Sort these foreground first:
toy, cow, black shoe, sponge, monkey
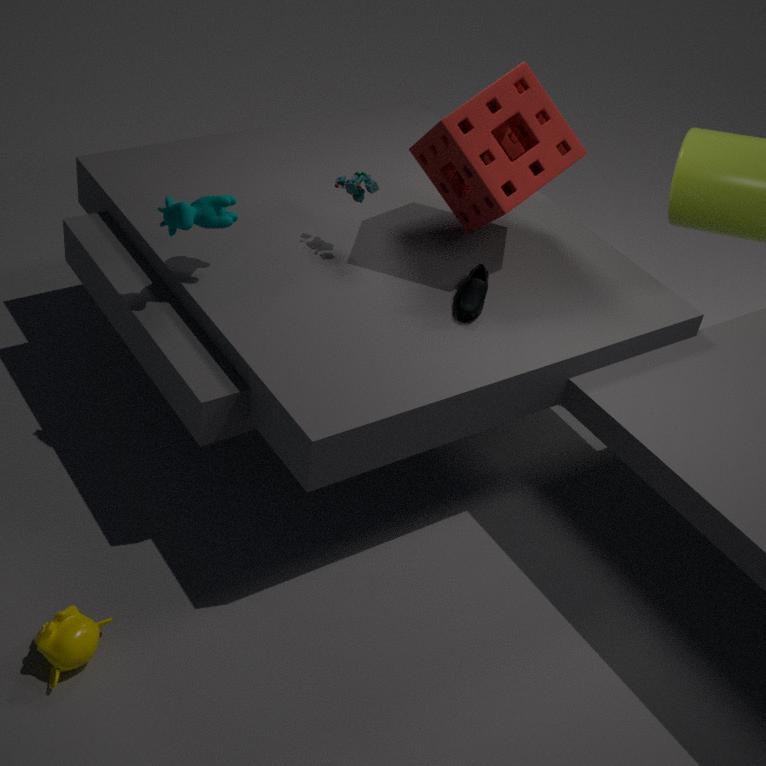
monkey, cow, black shoe, sponge, toy
